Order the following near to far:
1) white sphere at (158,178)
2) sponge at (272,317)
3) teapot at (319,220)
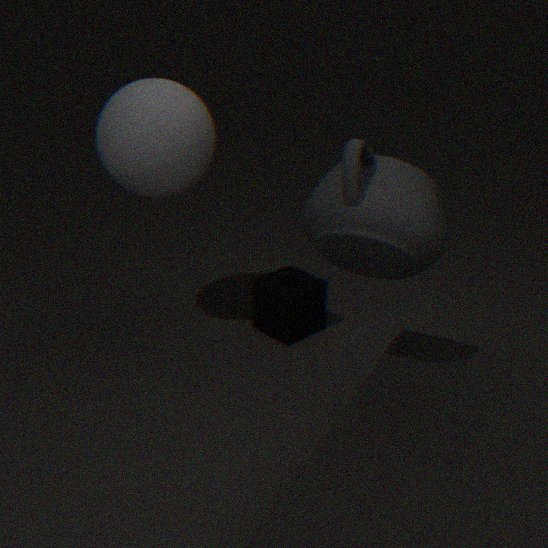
3. teapot at (319,220), 1. white sphere at (158,178), 2. sponge at (272,317)
